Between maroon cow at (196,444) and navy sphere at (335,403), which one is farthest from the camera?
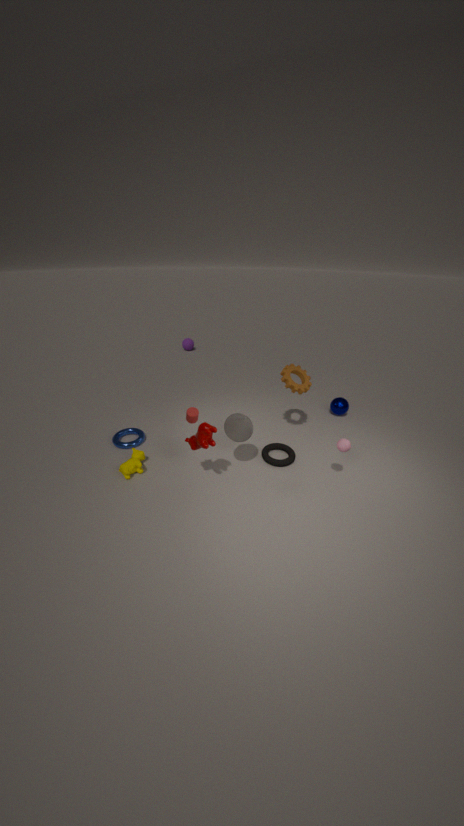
navy sphere at (335,403)
